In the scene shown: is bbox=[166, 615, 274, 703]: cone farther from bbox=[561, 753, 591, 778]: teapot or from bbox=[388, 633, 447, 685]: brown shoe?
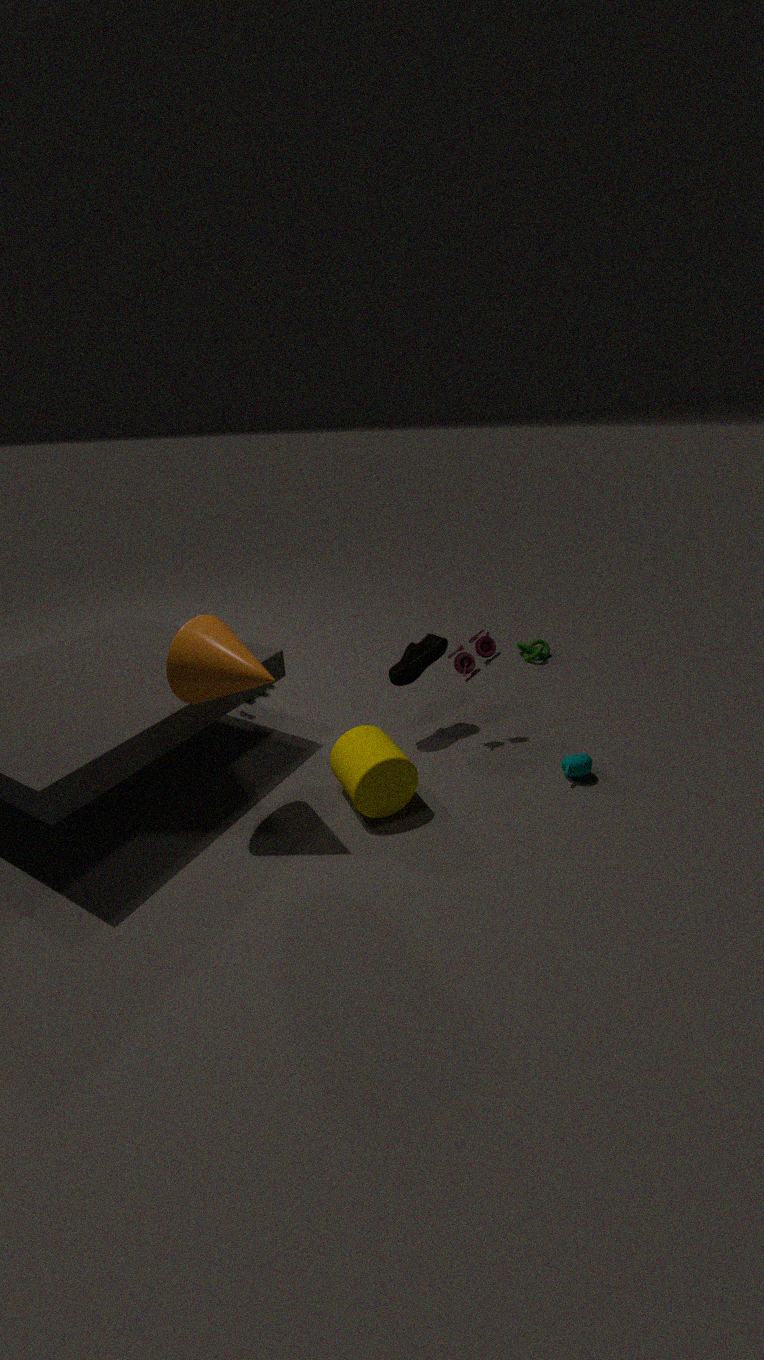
bbox=[561, 753, 591, 778]: teapot
